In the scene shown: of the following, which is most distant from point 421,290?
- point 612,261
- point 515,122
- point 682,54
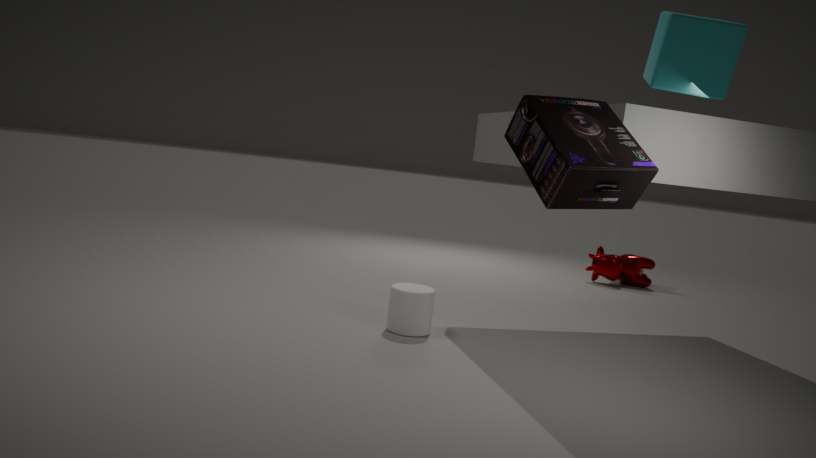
point 612,261
